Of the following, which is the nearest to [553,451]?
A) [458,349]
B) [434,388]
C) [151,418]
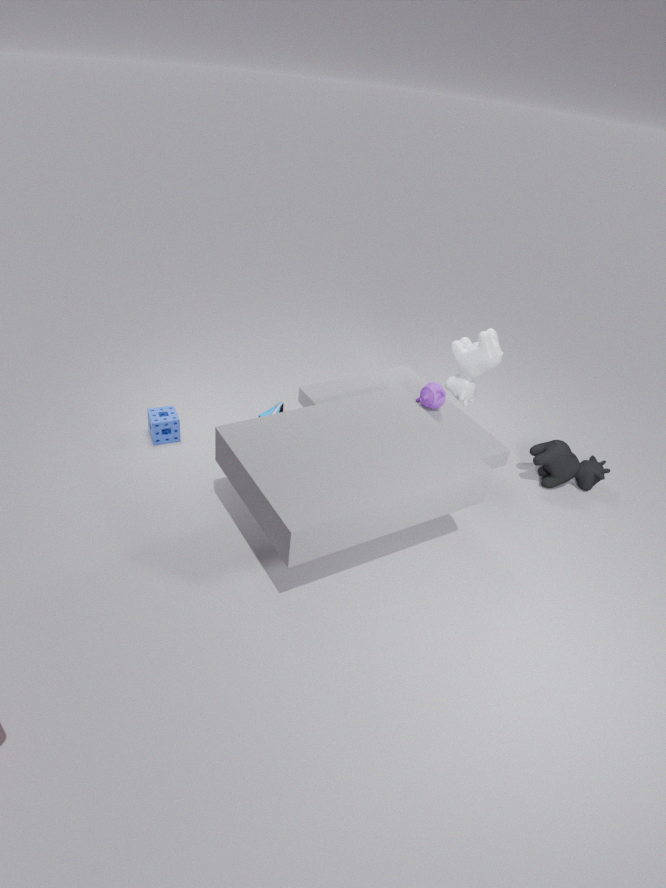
[458,349]
